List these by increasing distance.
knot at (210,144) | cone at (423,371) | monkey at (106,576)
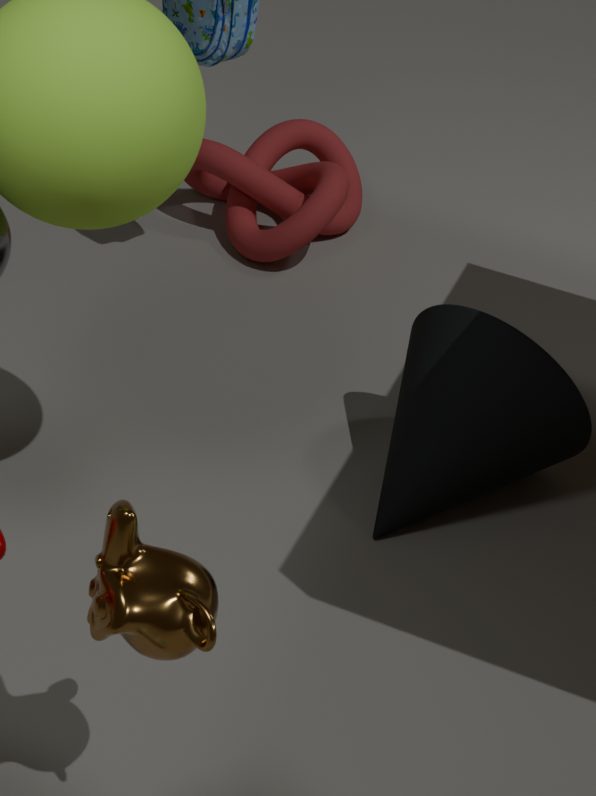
monkey at (106,576)
cone at (423,371)
knot at (210,144)
